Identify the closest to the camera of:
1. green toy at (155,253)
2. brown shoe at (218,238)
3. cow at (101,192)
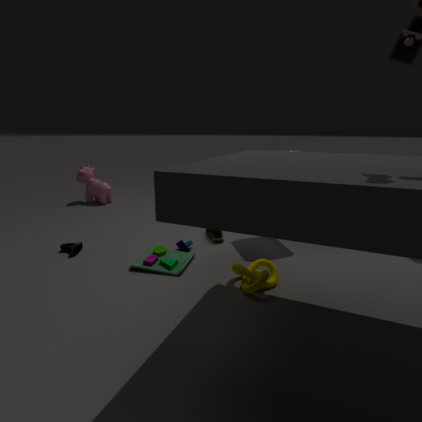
green toy at (155,253)
